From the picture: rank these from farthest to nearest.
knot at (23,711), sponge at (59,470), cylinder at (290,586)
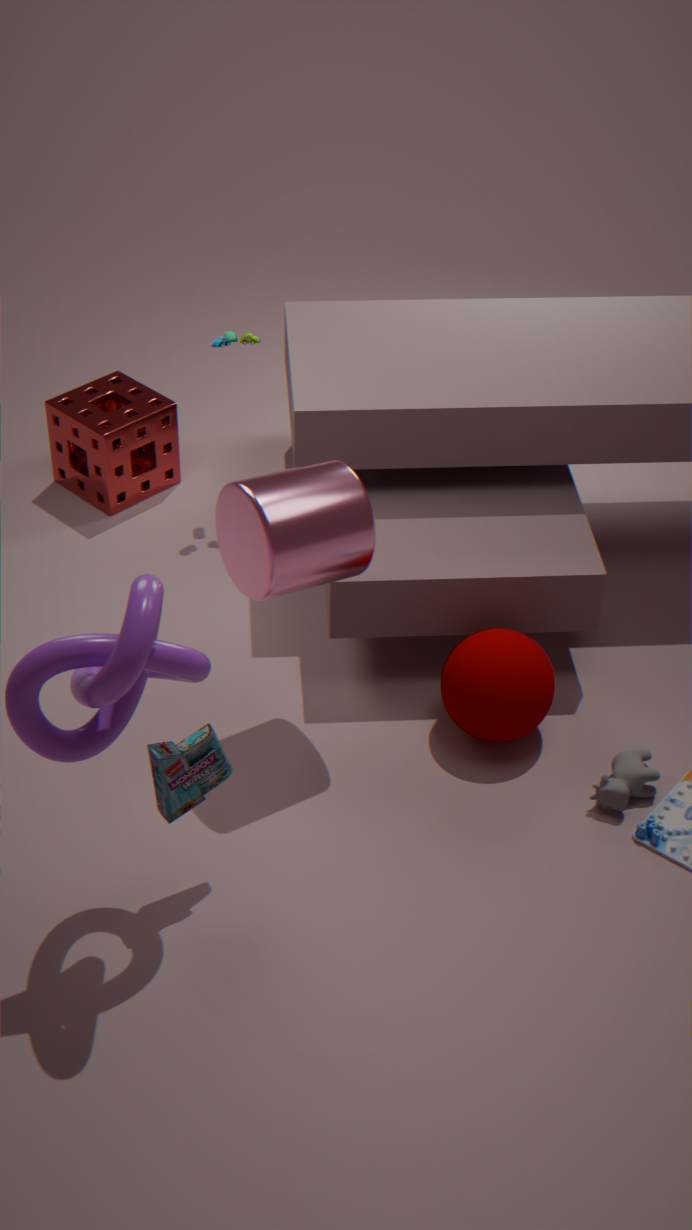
sponge at (59,470), cylinder at (290,586), knot at (23,711)
